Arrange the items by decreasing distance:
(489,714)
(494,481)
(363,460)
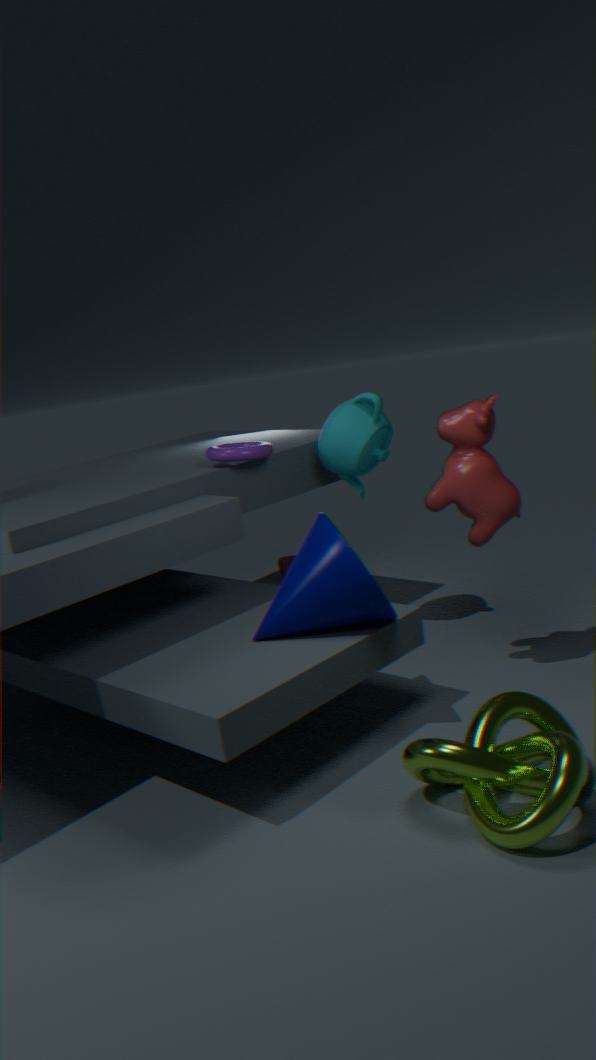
(363,460), (494,481), (489,714)
